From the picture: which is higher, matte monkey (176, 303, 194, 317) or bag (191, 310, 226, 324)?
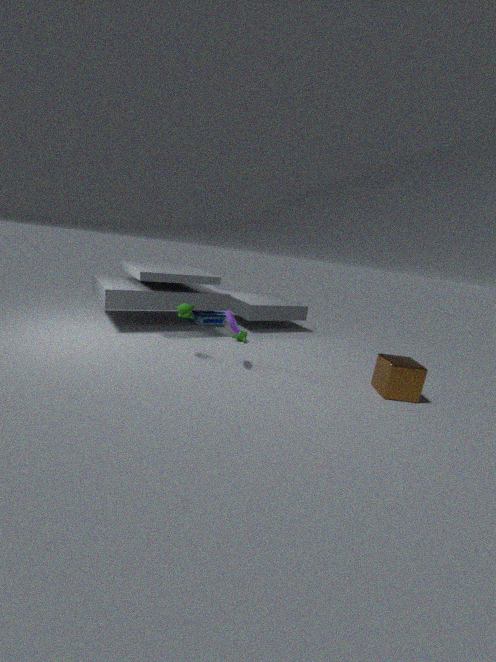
matte monkey (176, 303, 194, 317)
